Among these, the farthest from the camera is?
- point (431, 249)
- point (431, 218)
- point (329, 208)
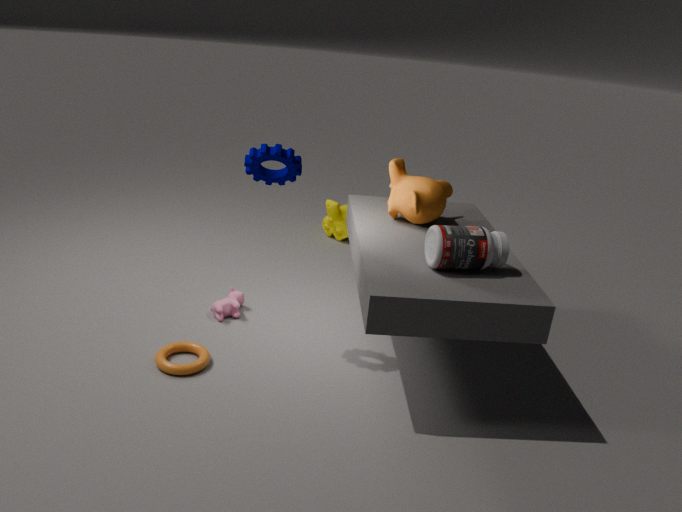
point (329, 208)
